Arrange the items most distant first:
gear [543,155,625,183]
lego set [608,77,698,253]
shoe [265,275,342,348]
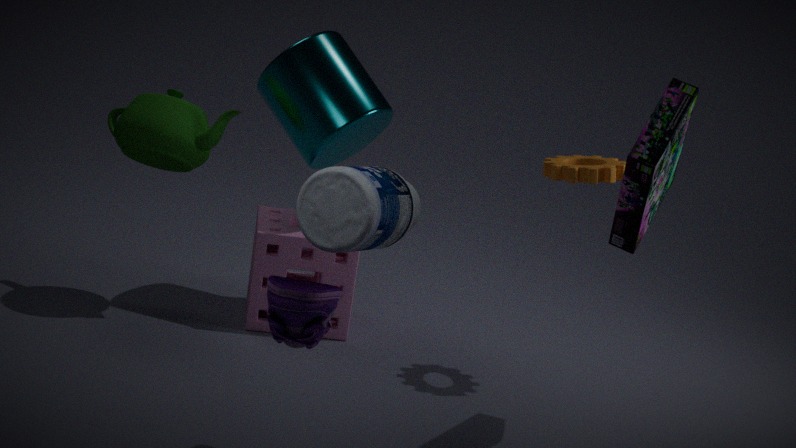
gear [543,155,625,183]
lego set [608,77,698,253]
shoe [265,275,342,348]
